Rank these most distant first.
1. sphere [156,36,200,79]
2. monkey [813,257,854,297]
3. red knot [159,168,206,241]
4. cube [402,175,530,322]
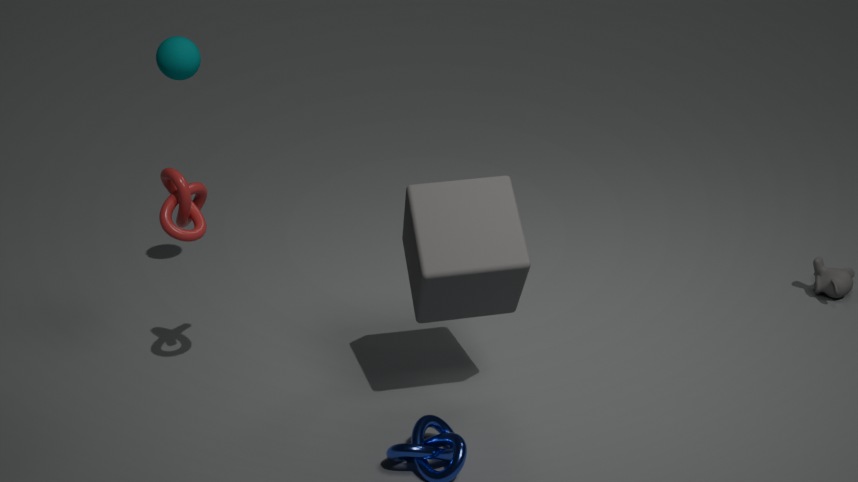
monkey [813,257,854,297] < sphere [156,36,200,79] < red knot [159,168,206,241] < cube [402,175,530,322]
